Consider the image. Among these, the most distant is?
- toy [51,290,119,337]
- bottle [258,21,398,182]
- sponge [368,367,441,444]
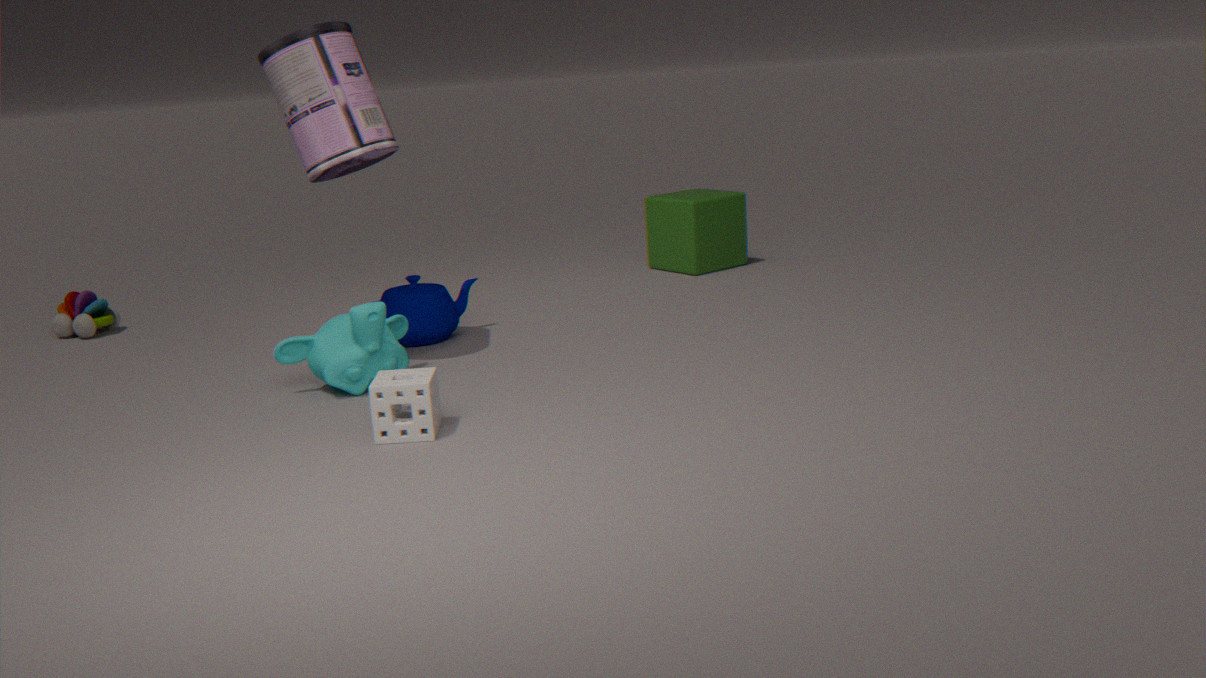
toy [51,290,119,337]
